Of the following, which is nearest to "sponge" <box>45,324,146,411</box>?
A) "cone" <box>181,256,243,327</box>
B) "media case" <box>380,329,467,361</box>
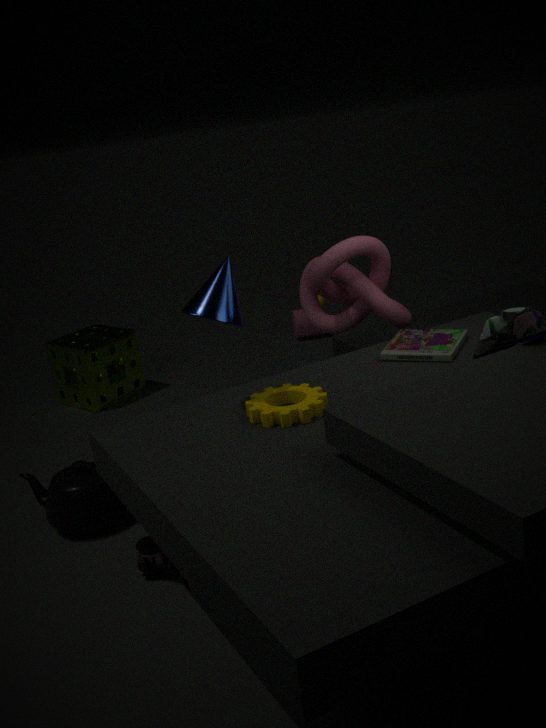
"cone" <box>181,256,243,327</box>
